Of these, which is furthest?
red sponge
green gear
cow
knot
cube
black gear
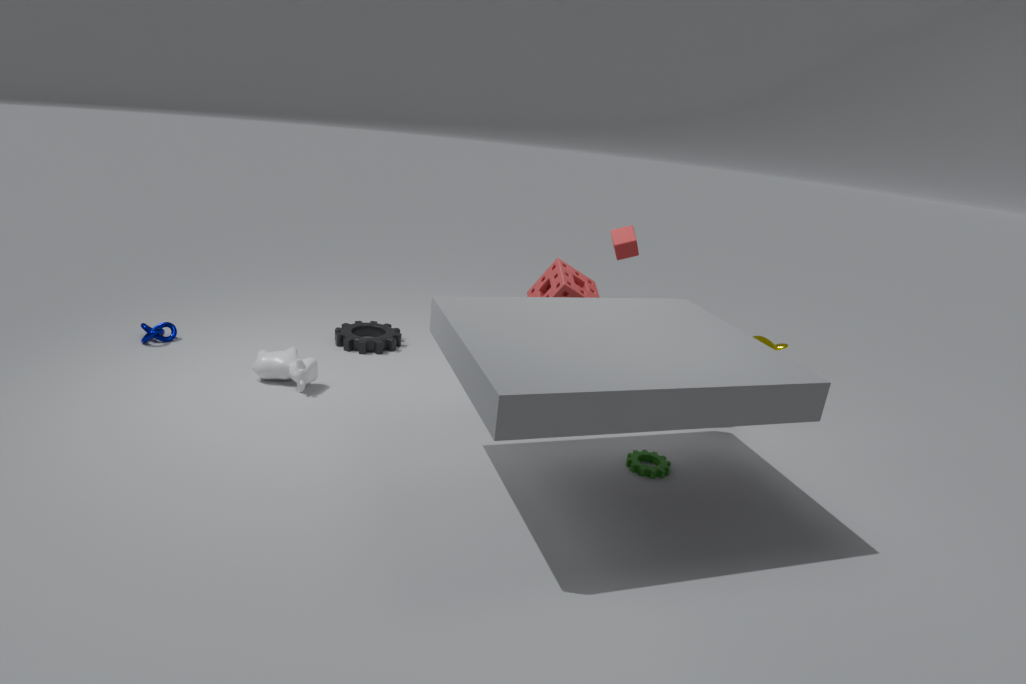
black gear
